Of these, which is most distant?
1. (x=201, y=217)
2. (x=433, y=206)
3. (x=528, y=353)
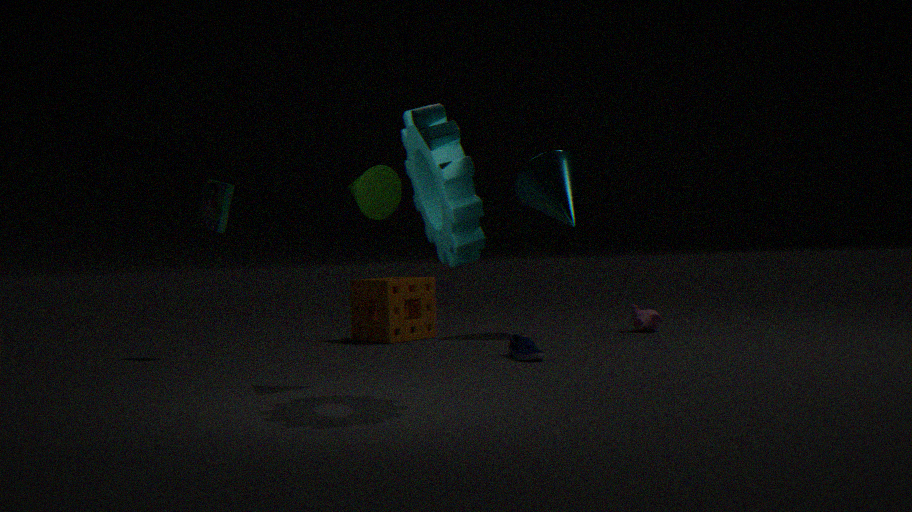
(x=201, y=217)
